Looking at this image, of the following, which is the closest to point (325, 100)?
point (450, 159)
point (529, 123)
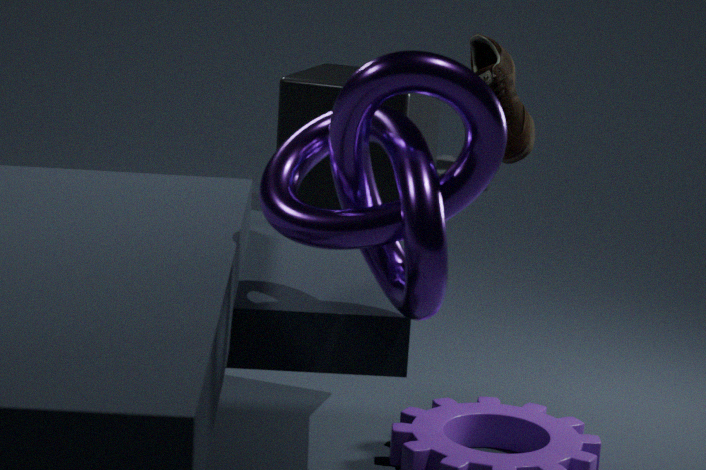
point (529, 123)
